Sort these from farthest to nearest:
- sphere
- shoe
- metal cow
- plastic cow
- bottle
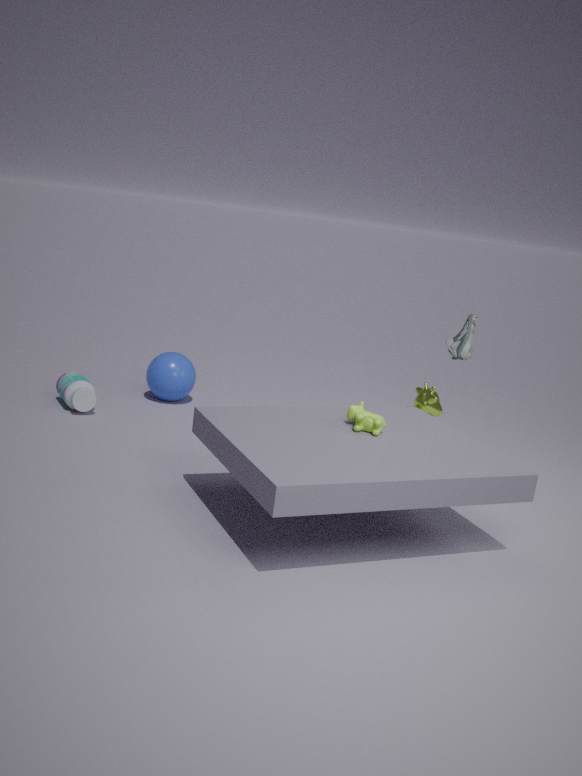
sphere
metal cow
bottle
shoe
plastic cow
